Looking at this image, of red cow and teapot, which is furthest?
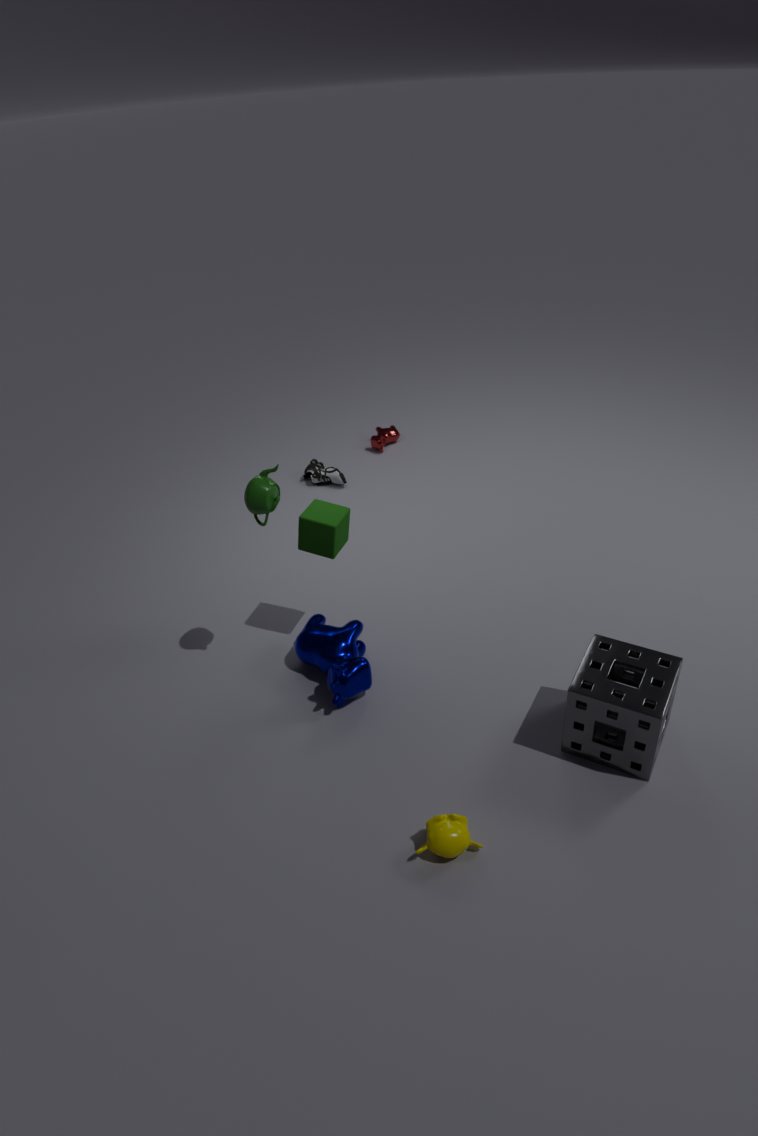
red cow
